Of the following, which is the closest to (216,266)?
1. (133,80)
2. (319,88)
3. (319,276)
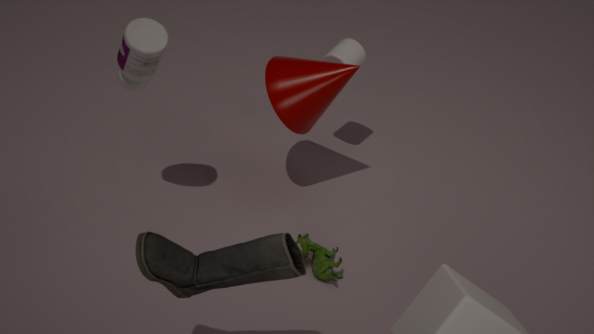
(319,276)
